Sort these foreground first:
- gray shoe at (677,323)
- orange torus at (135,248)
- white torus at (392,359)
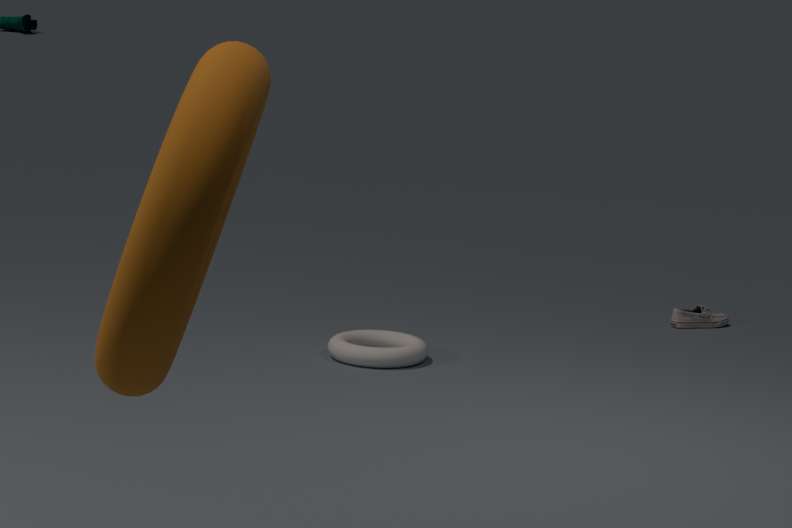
1. orange torus at (135,248)
2. white torus at (392,359)
3. gray shoe at (677,323)
